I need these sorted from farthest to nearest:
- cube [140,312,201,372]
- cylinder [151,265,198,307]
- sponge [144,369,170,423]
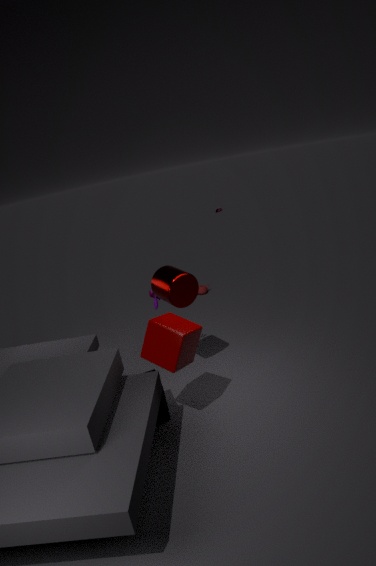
cylinder [151,265,198,307], sponge [144,369,170,423], cube [140,312,201,372]
